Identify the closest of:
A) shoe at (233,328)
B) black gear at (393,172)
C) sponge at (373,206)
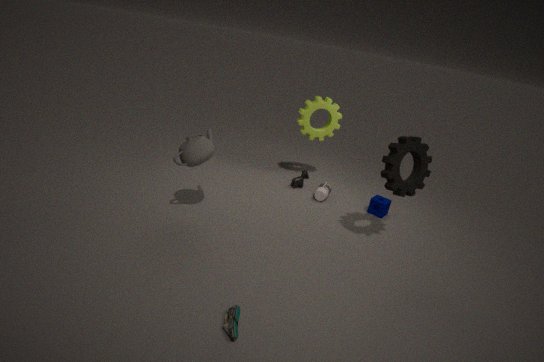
shoe at (233,328)
